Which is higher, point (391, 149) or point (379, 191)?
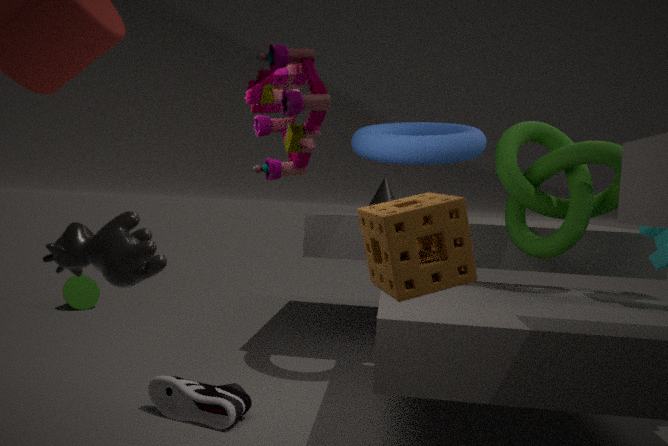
point (391, 149)
